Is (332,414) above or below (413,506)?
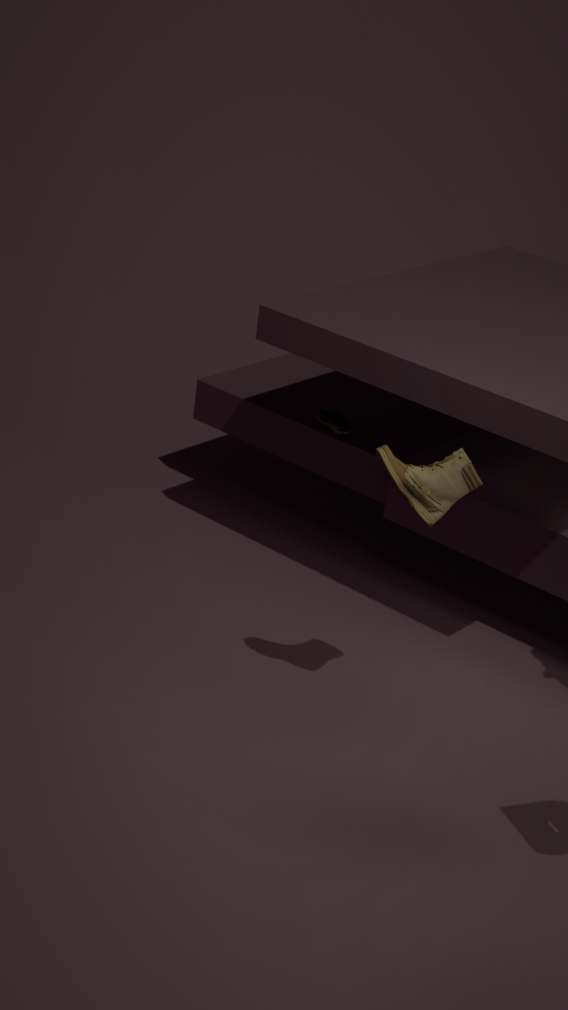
below
